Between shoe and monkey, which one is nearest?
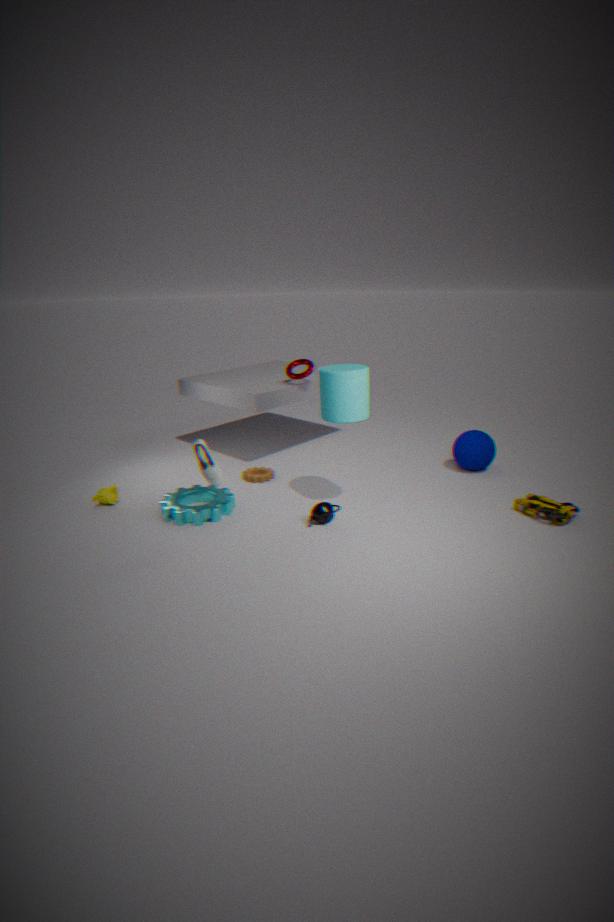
shoe
